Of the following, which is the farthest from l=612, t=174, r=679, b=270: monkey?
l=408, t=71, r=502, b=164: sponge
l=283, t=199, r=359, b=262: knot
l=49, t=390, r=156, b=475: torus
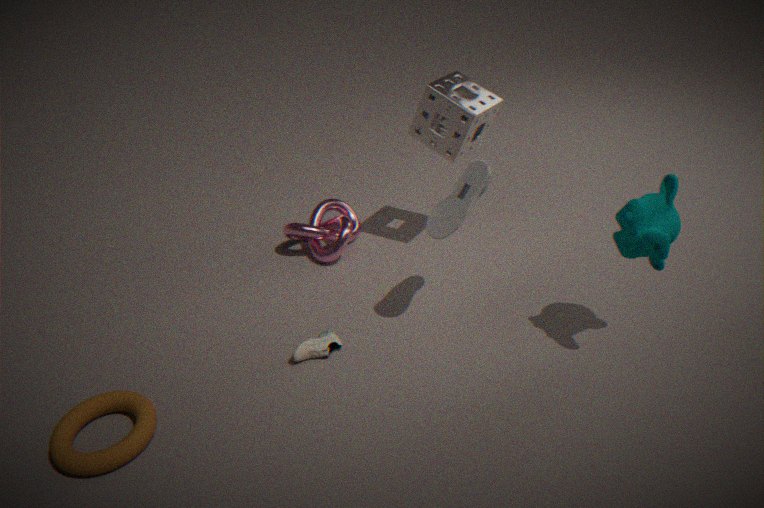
l=49, t=390, r=156, b=475: torus
